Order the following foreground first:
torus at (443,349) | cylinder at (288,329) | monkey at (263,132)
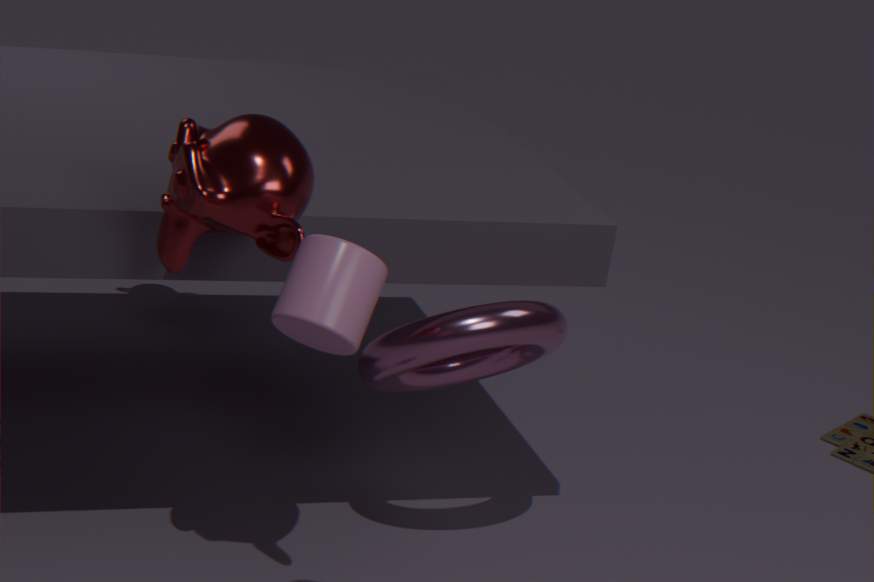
cylinder at (288,329), monkey at (263,132), torus at (443,349)
